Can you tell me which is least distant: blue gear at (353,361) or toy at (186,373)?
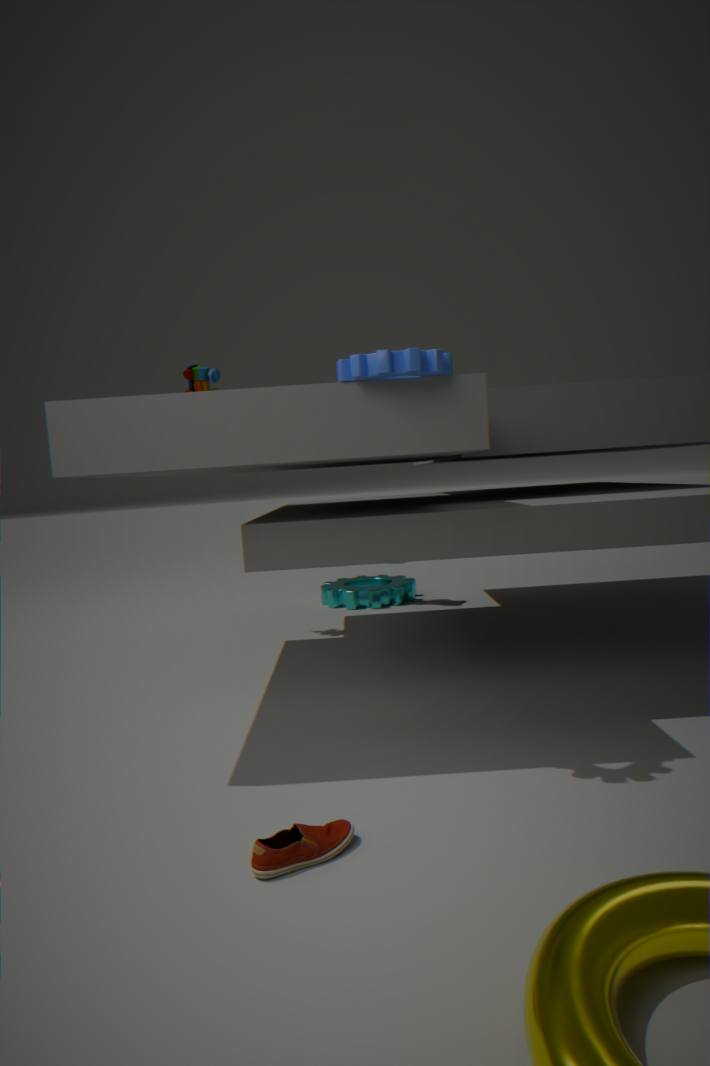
blue gear at (353,361)
